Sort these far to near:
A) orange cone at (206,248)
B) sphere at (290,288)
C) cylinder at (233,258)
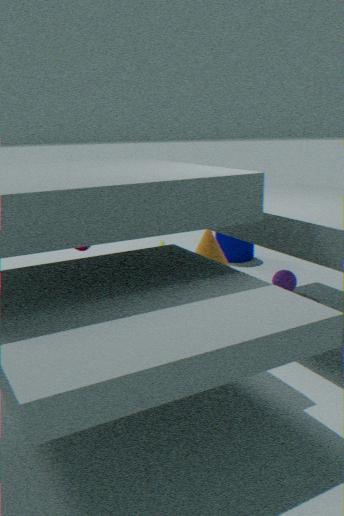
cylinder at (233,258) → orange cone at (206,248) → sphere at (290,288)
